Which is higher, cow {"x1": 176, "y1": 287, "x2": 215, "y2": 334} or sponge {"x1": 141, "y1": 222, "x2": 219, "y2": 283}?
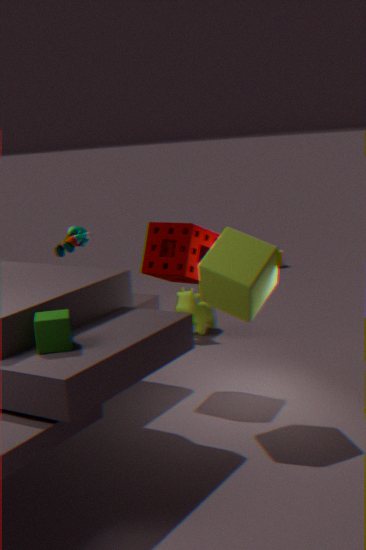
sponge {"x1": 141, "y1": 222, "x2": 219, "y2": 283}
